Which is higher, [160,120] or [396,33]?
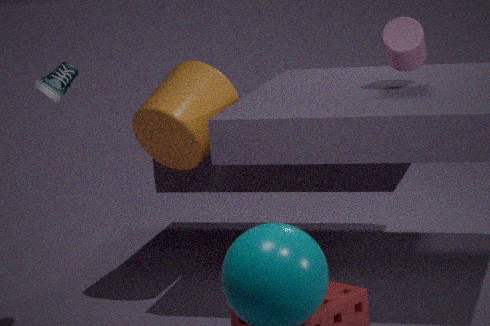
[396,33]
